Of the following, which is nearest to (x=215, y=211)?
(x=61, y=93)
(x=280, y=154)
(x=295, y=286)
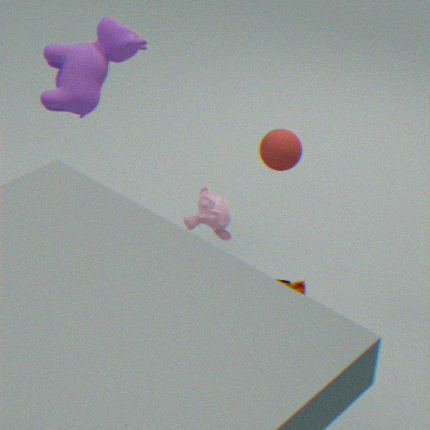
(x=280, y=154)
